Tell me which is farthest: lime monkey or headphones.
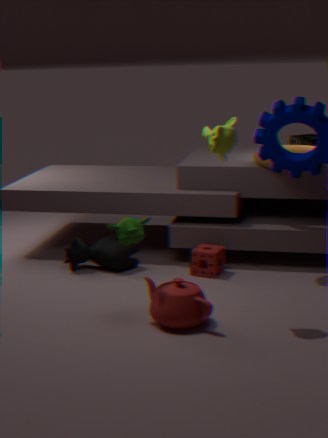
headphones
